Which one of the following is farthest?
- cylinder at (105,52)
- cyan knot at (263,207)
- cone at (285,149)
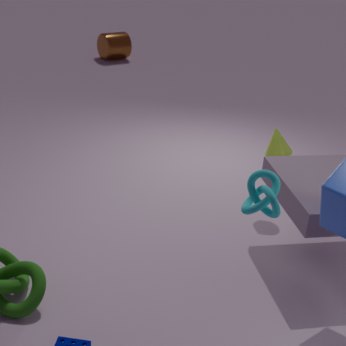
cylinder at (105,52)
